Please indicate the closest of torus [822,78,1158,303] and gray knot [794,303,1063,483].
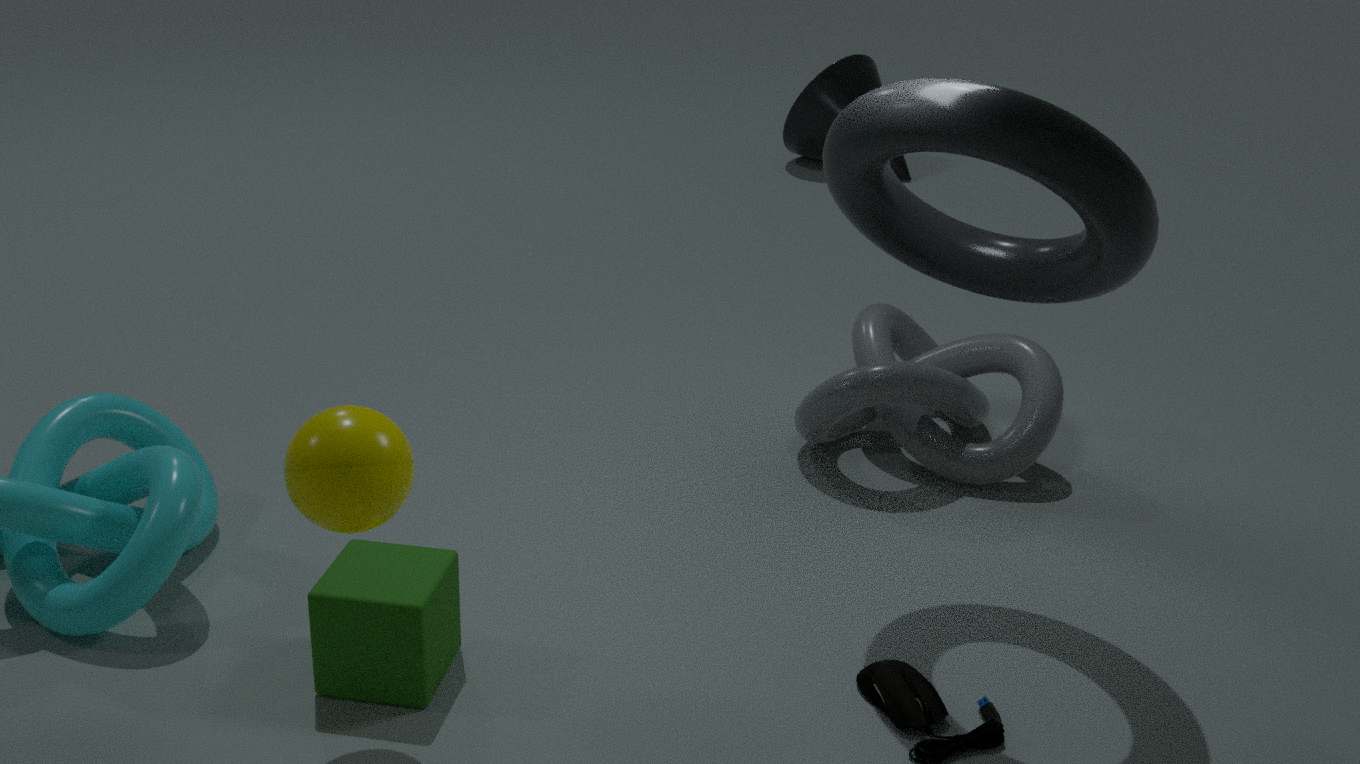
torus [822,78,1158,303]
